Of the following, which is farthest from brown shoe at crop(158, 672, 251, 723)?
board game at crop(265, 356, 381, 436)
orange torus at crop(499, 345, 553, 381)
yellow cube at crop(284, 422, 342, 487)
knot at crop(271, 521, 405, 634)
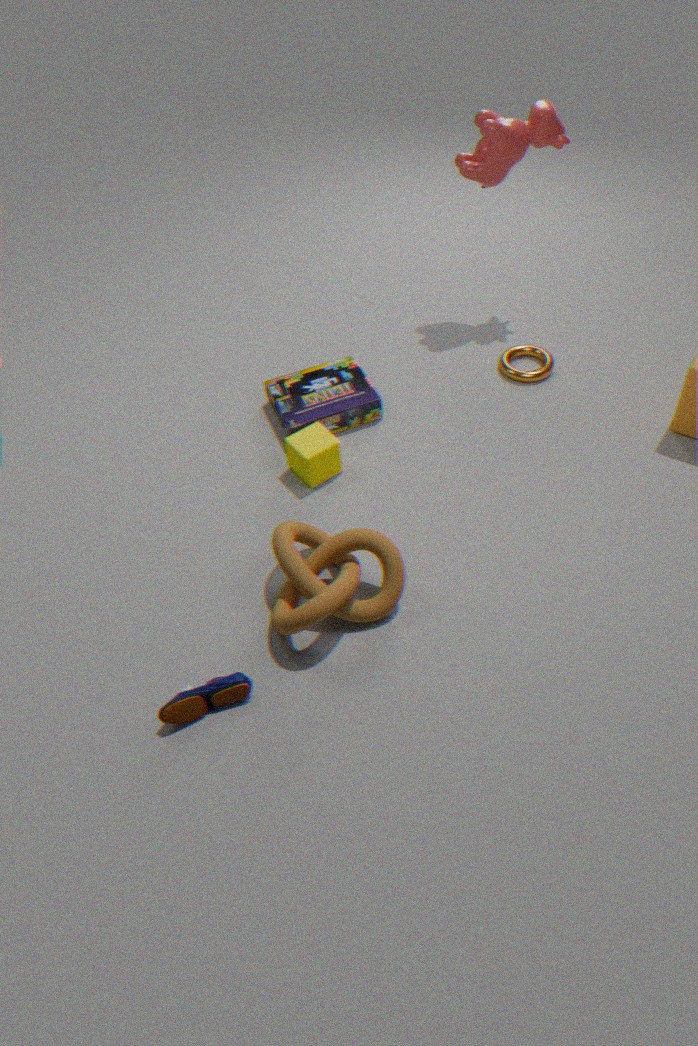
orange torus at crop(499, 345, 553, 381)
